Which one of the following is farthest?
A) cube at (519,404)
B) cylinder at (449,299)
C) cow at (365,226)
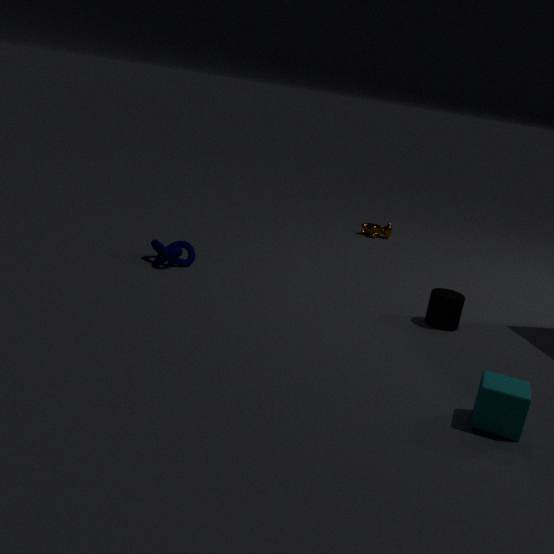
cow at (365,226)
